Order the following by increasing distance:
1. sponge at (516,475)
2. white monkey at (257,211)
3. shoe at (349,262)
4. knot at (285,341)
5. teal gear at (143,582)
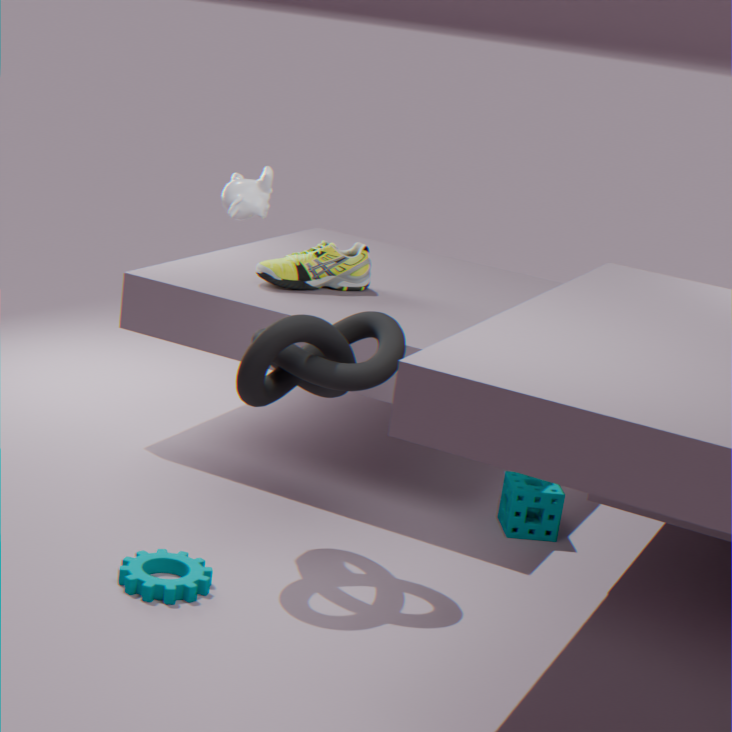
1. teal gear at (143,582)
2. knot at (285,341)
3. white monkey at (257,211)
4. sponge at (516,475)
5. shoe at (349,262)
